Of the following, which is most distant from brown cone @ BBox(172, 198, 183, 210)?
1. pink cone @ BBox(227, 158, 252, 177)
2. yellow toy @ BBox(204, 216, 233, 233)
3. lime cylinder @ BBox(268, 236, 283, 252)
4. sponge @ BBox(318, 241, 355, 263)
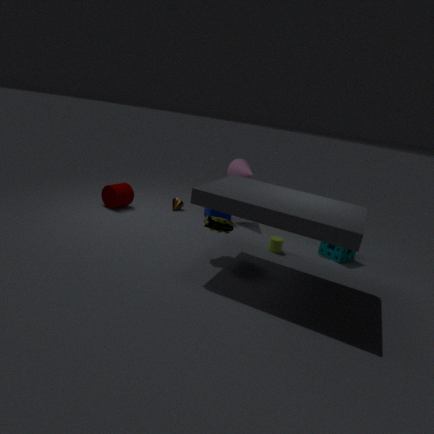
sponge @ BBox(318, 241, 355, 263)
